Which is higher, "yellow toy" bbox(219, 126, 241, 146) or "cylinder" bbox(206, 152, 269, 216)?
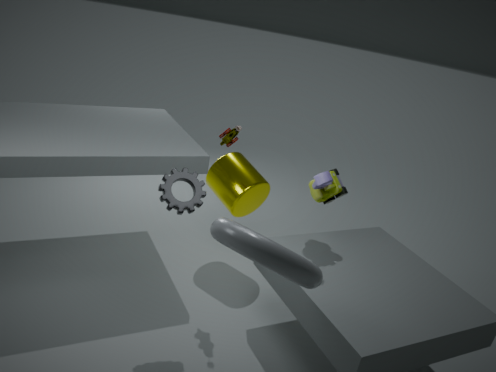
"yellow toy" bbox(219, 126, 241, 146)
